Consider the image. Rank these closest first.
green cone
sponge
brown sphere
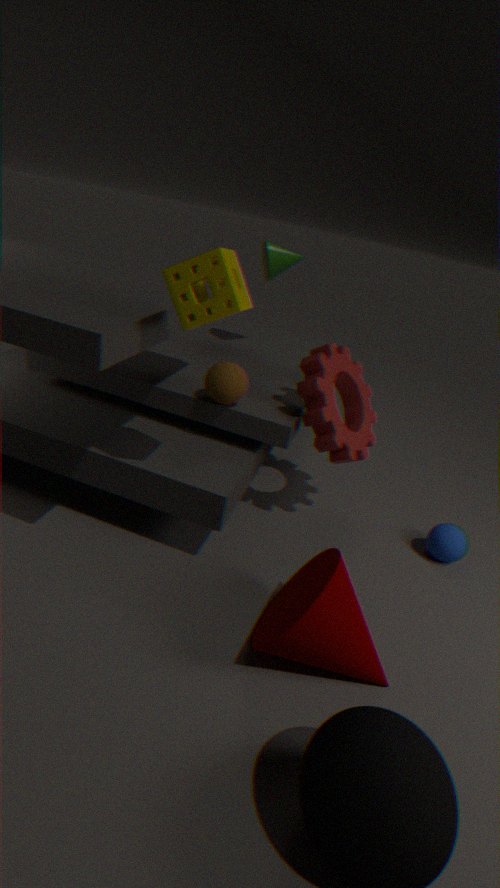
sponge < brown sphere < green cone
